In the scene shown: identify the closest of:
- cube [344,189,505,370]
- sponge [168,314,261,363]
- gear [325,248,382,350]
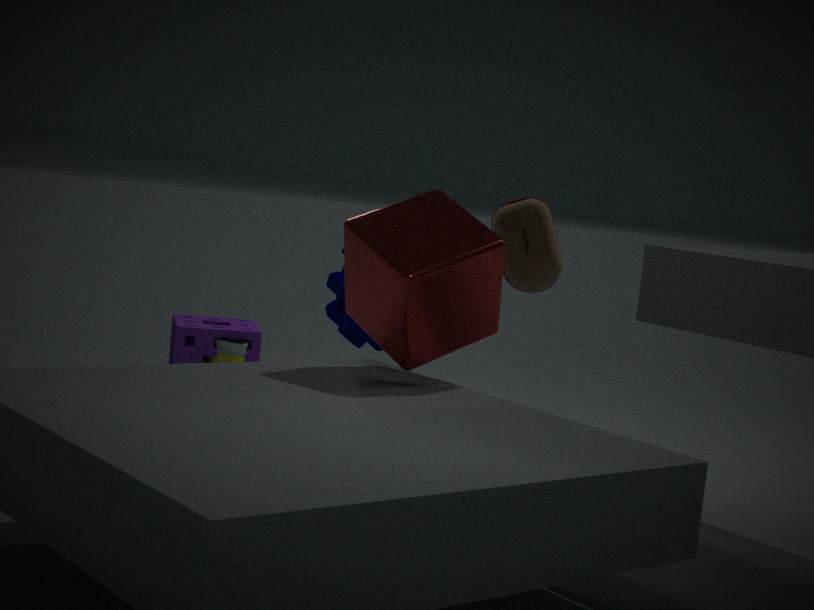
cube [344,189,505,370]
